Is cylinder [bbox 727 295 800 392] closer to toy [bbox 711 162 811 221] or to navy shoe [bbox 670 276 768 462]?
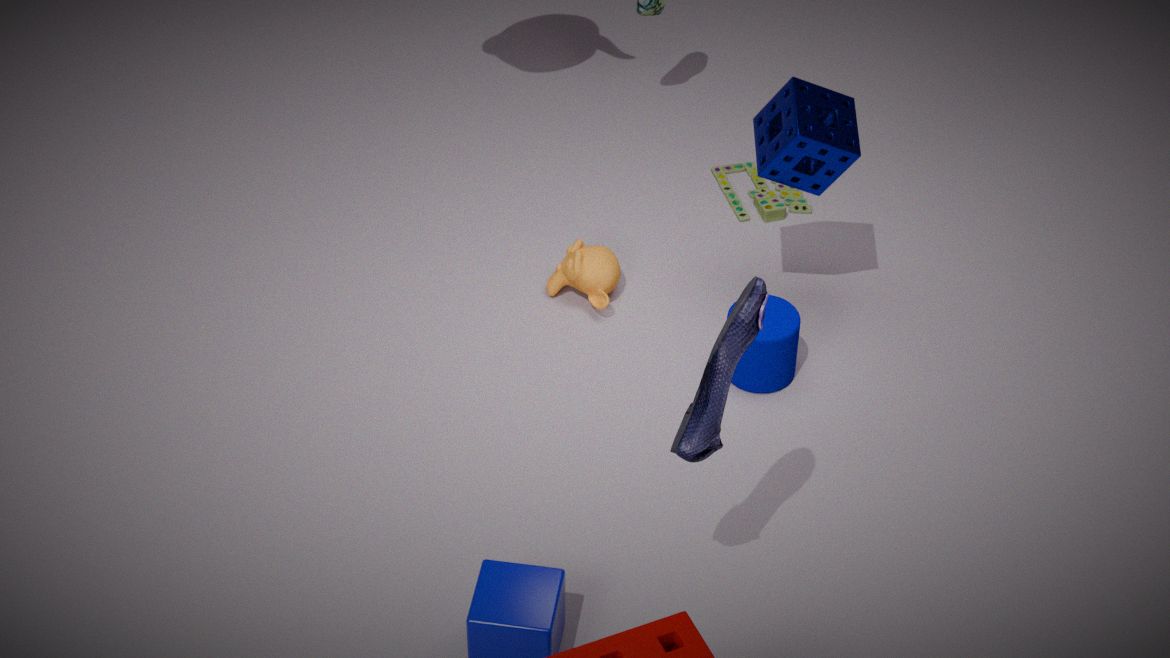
toy [bbox 711 162 811 221]
